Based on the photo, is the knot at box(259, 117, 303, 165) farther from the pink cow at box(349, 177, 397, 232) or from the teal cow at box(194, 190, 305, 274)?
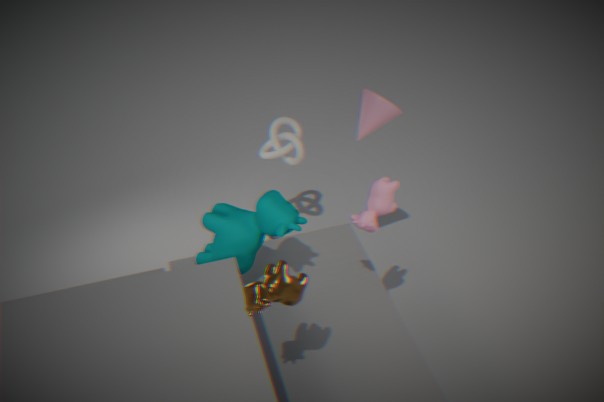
the pink cow at box(349, 177, 397, 232)
